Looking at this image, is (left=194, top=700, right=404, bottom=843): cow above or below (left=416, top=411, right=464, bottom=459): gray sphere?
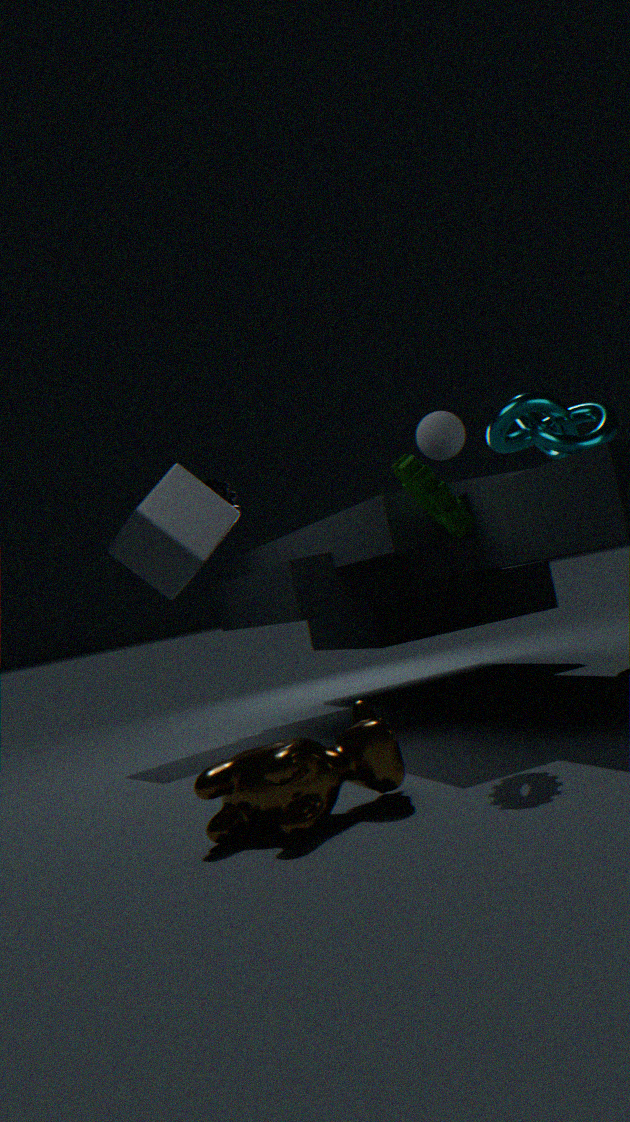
below
